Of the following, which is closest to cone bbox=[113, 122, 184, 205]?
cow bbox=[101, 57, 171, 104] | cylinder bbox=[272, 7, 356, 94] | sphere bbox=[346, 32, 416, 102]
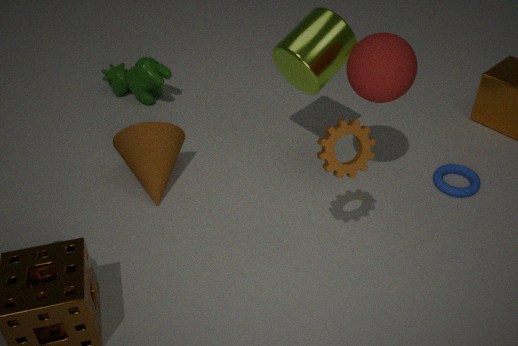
cow bbox=[101, 57, 171, 104]
